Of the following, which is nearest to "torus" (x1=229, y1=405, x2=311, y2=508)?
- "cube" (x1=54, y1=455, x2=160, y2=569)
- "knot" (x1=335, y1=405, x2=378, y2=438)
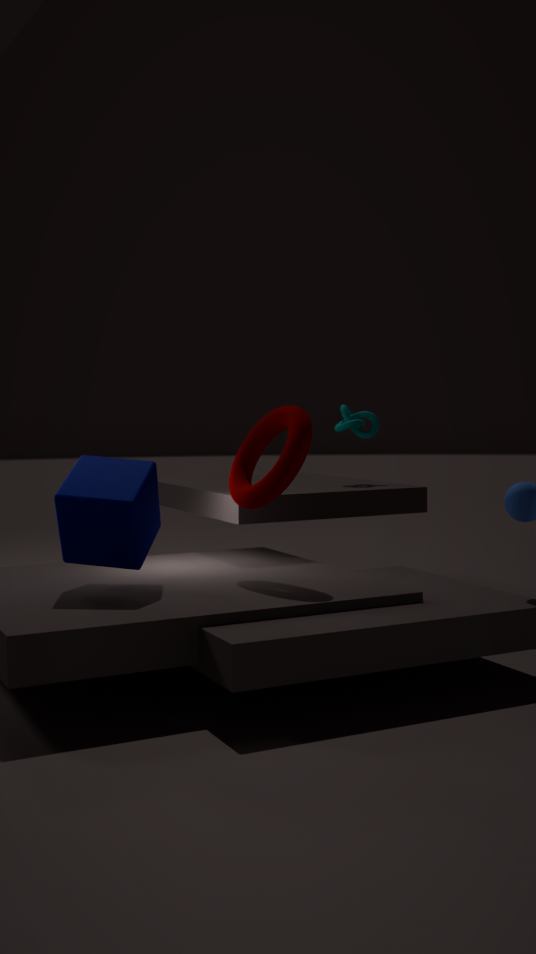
"cube" (x1=54, y1=455, x2=160, y2=569)
